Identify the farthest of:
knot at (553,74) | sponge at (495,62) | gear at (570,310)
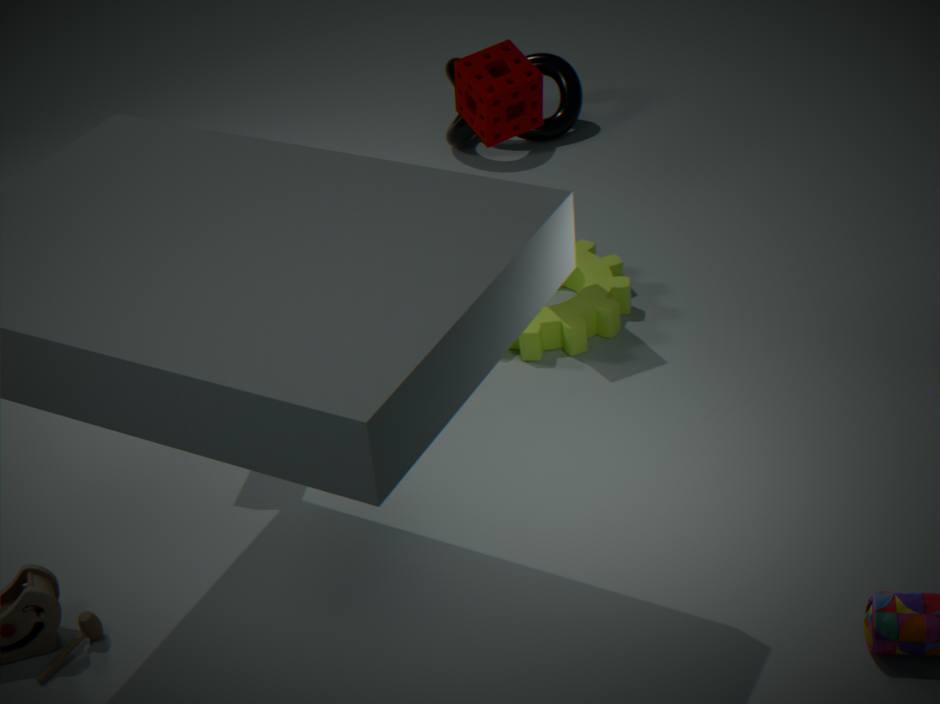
knot at (553,74)
